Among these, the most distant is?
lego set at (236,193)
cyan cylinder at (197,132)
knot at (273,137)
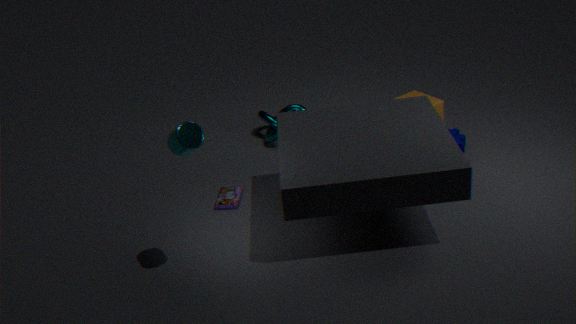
knot at (273,137)
